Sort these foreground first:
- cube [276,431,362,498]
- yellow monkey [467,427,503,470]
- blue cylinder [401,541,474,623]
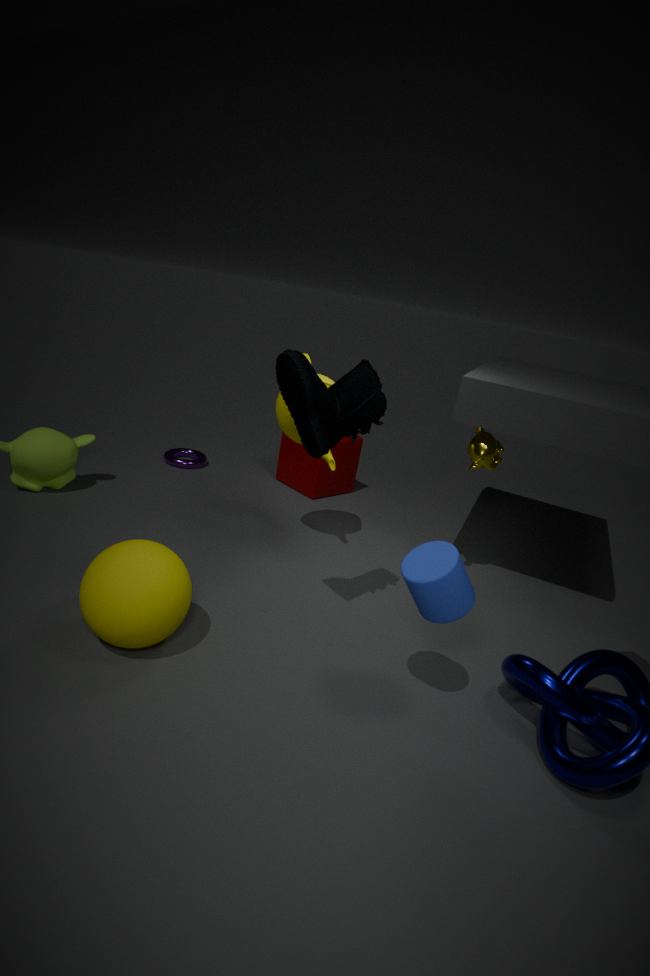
blue cylinder [401,541,474,623] → yellow monkey [467,427,503,470] → cube [276,431,362,498]
